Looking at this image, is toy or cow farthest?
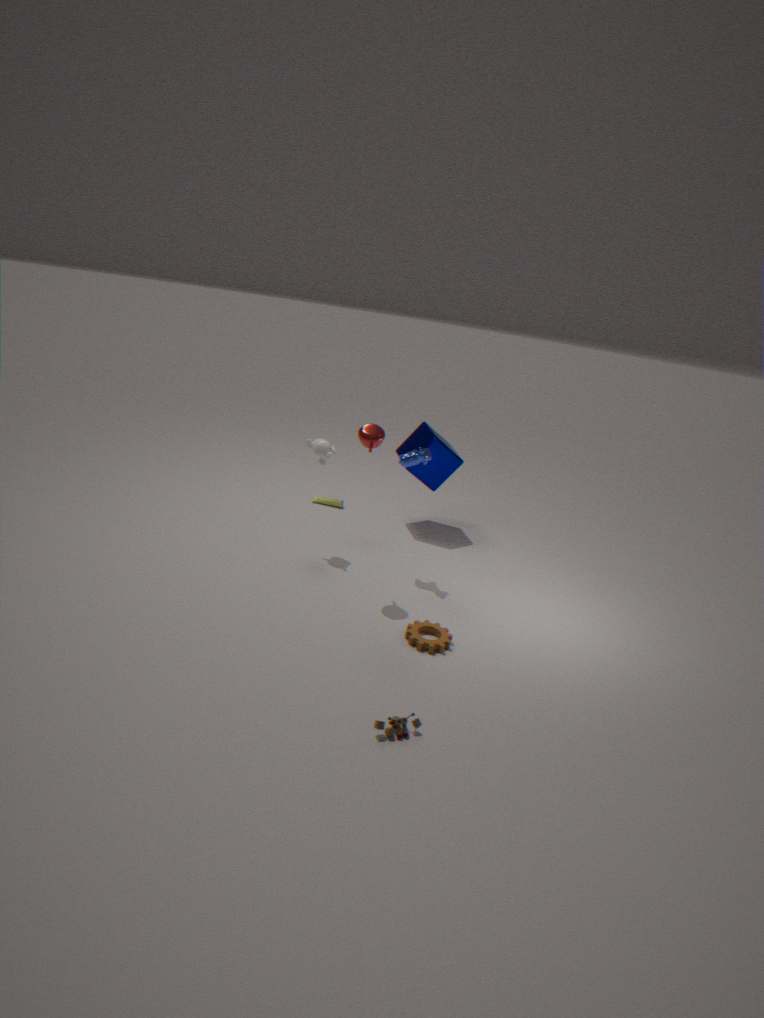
cow
